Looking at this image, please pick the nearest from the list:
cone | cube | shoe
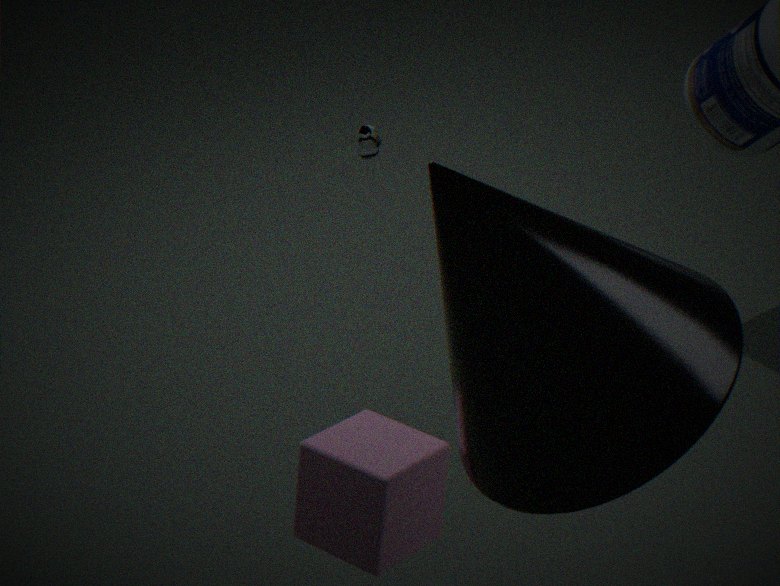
cone
